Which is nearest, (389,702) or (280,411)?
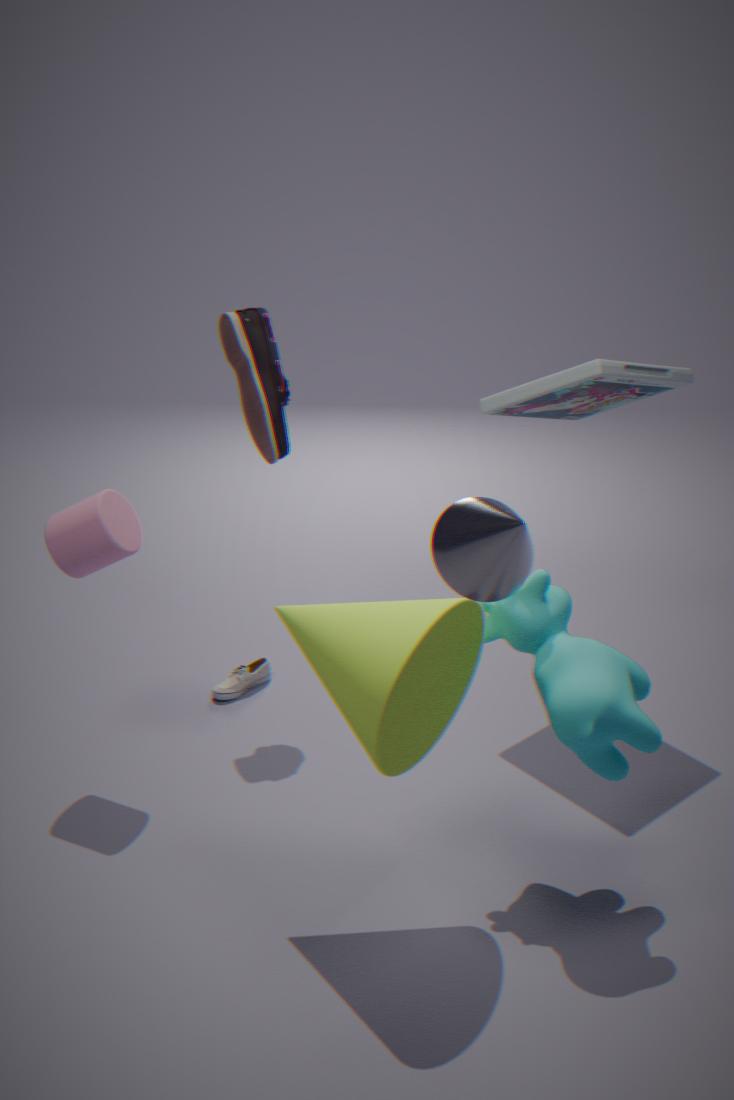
(389,702)
